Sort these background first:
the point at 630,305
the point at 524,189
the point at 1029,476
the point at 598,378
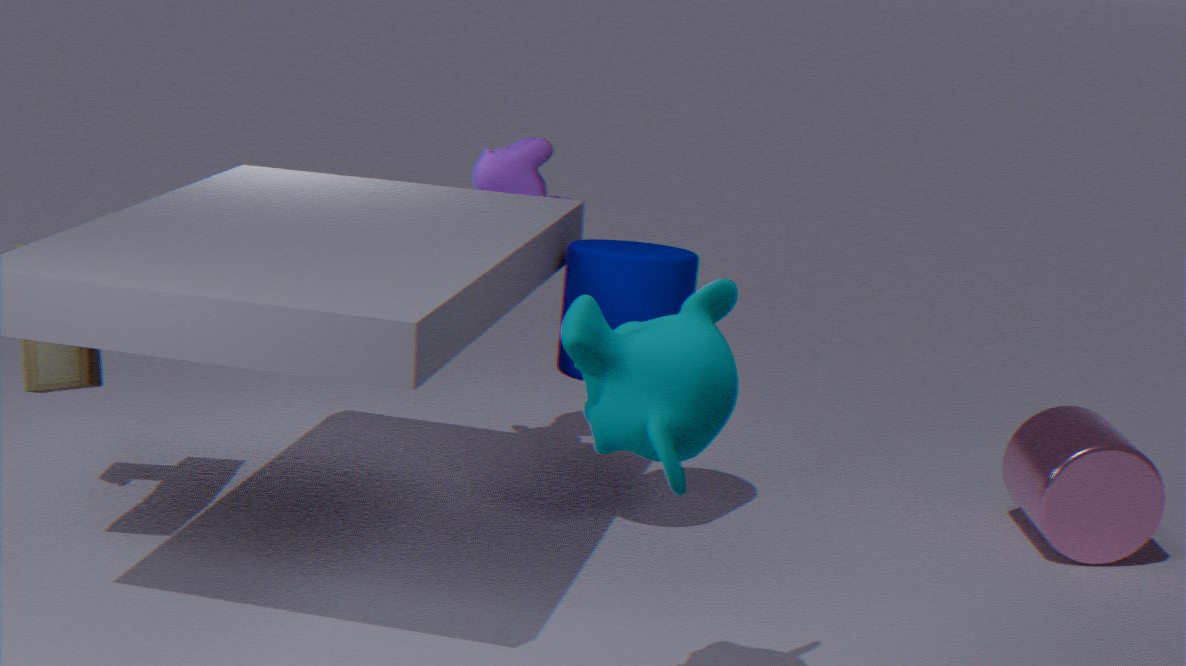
the point at 524,189
the point at 1029,476
the point at 630,305
the point at 598,378
